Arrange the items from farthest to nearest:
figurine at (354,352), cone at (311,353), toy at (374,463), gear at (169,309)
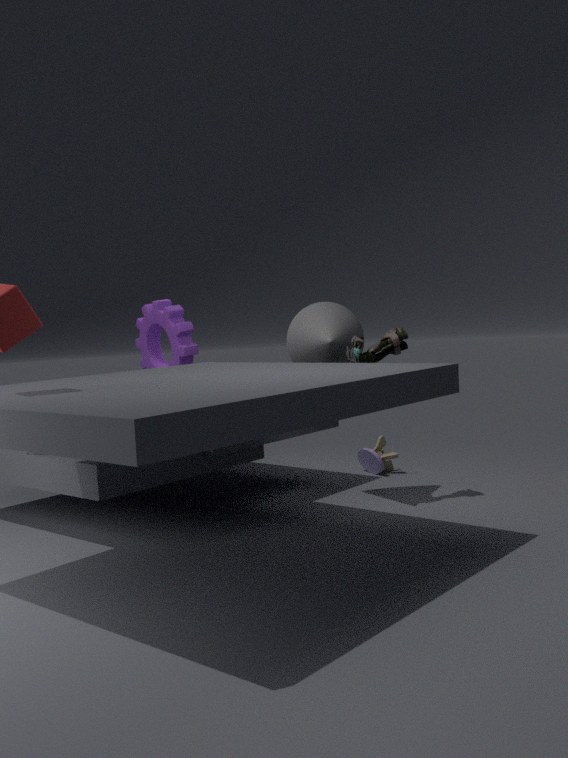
toy at (374,463) → gear at (169,309) → cone at (311,353) → figurine at (354,352)
